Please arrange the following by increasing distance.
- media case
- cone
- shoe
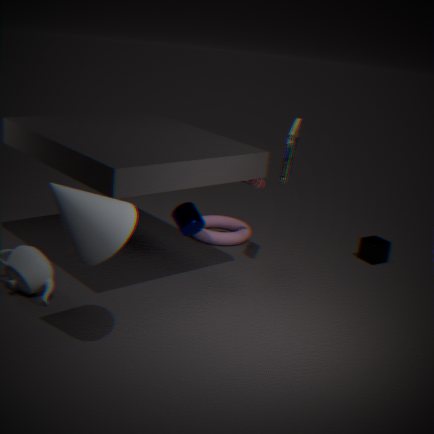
cone, media case, shoe
